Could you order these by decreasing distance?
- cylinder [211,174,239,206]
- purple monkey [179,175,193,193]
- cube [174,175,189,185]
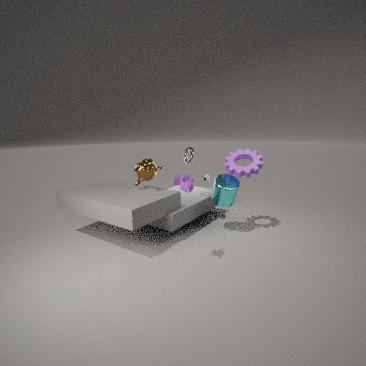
cube [174,175,189,185]
cylinder [211,174,239,206]
purple monkey [179,175,193,193]
